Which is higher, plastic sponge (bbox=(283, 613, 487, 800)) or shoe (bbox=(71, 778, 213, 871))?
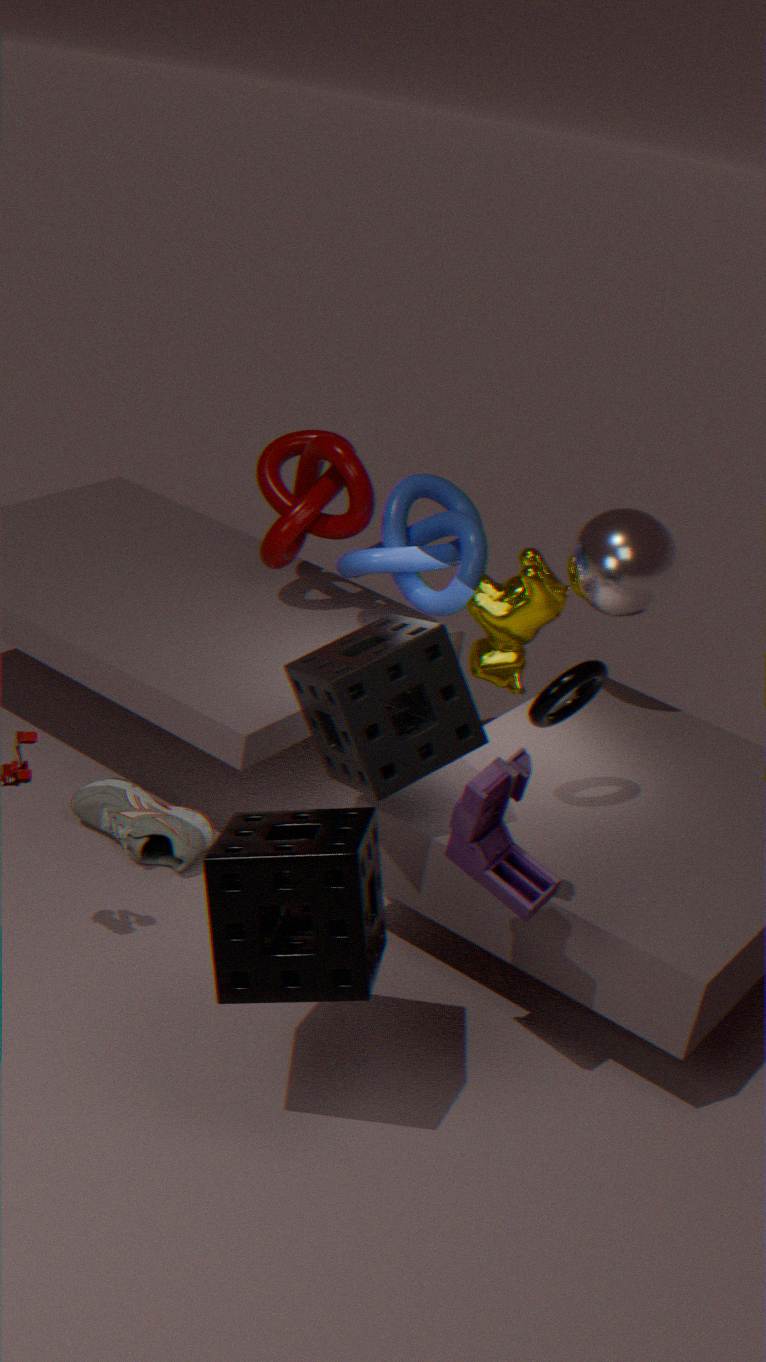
plastic sponge (bbox=(283, 613, 487, 800))
